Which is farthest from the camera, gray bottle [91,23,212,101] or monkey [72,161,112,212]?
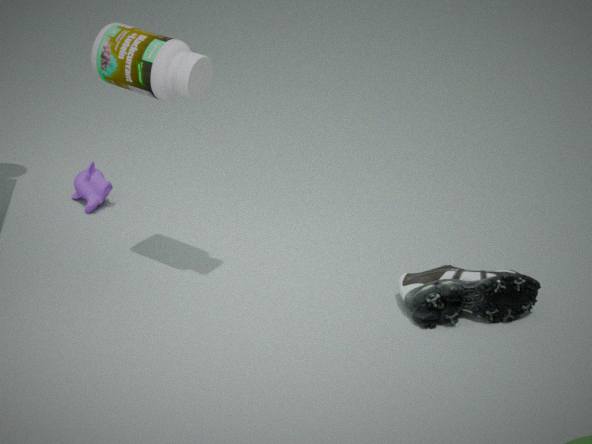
monkey [72,161,112,212]
